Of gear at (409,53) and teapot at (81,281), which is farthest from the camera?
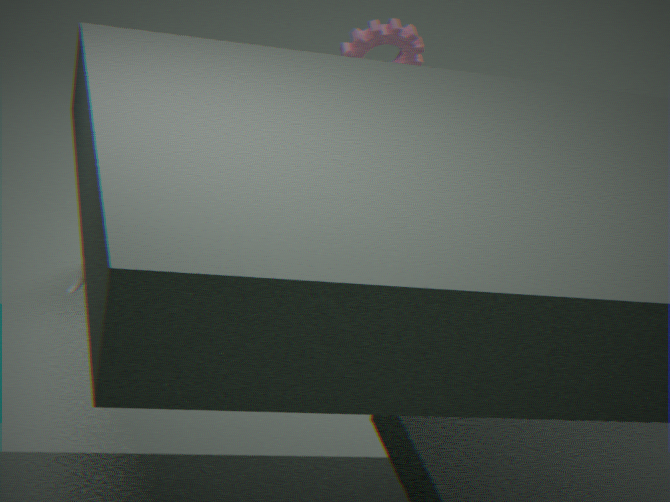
gear at (409,53)
